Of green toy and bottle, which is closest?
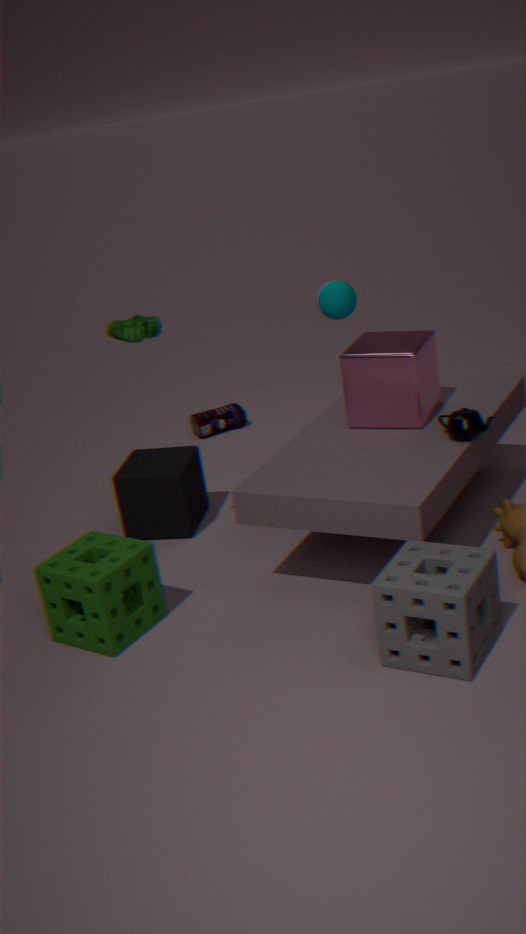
green toy
